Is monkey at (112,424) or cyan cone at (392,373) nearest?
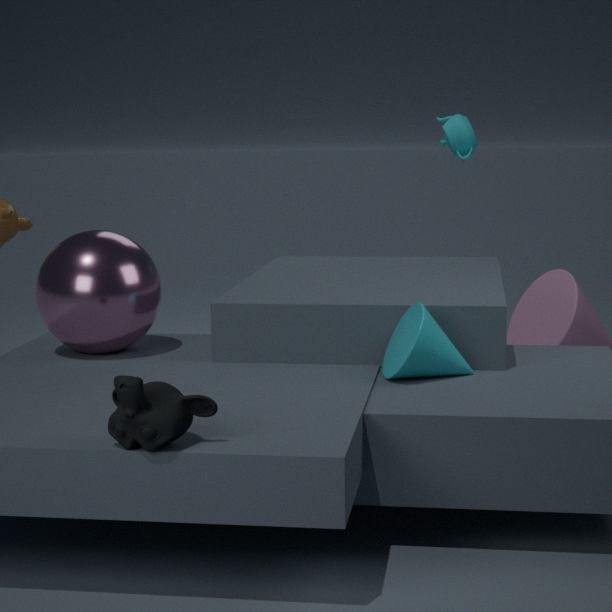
monkey at (112,424)
